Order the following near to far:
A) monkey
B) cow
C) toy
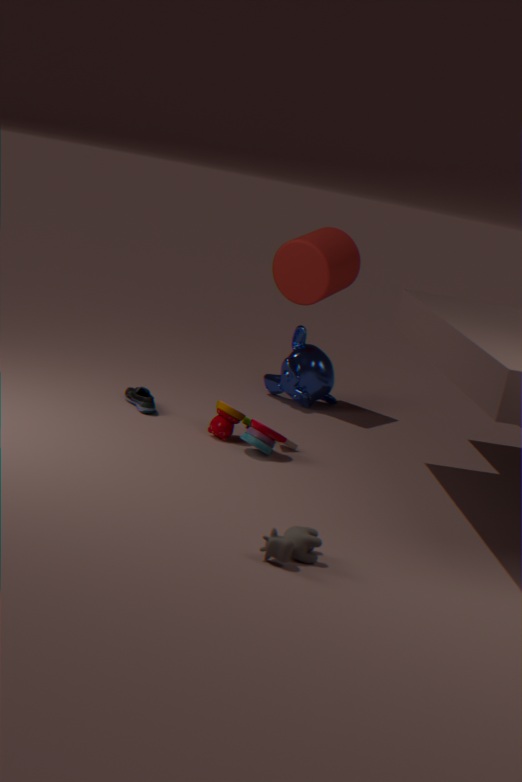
cow, toy, monkey
